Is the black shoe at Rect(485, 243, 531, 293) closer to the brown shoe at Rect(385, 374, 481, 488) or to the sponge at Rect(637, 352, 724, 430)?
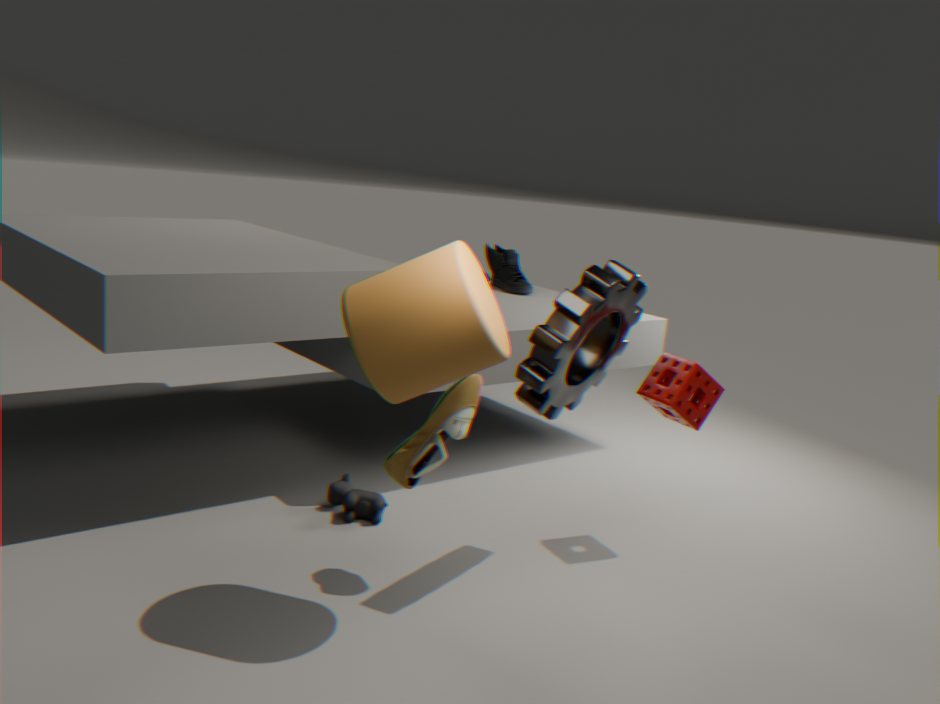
the sponge at Rect(637, 352, 724, 430)
